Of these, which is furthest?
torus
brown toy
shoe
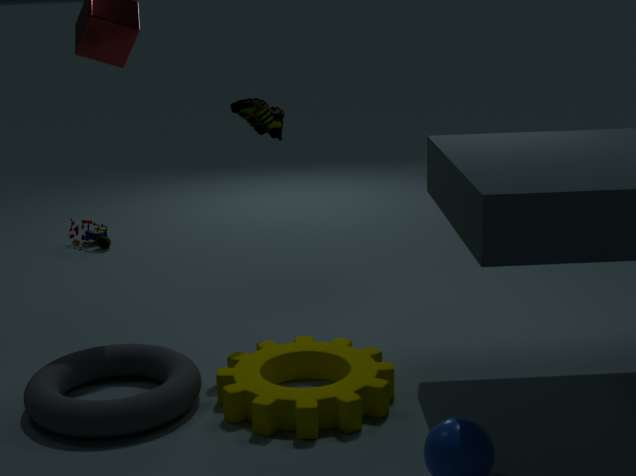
brown toy
